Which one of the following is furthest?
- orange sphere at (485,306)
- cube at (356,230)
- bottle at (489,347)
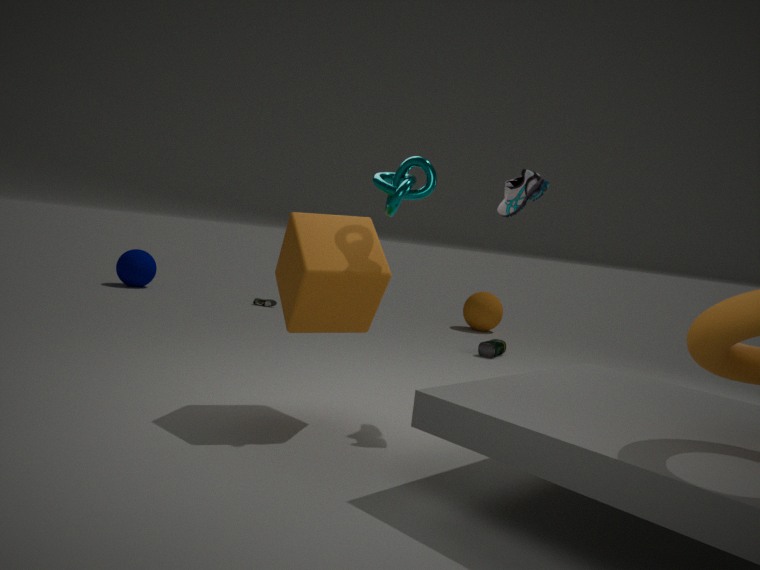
orange sphere at (485,306)
